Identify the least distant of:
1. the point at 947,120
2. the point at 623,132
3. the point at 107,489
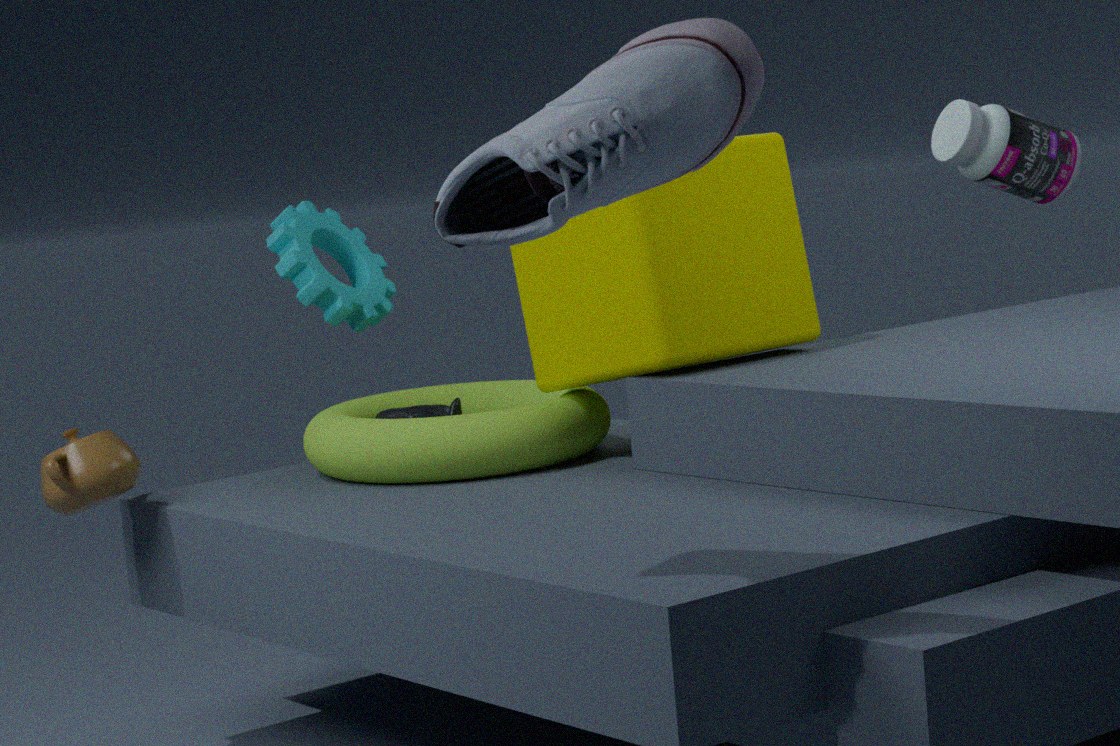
the point at 623,132
